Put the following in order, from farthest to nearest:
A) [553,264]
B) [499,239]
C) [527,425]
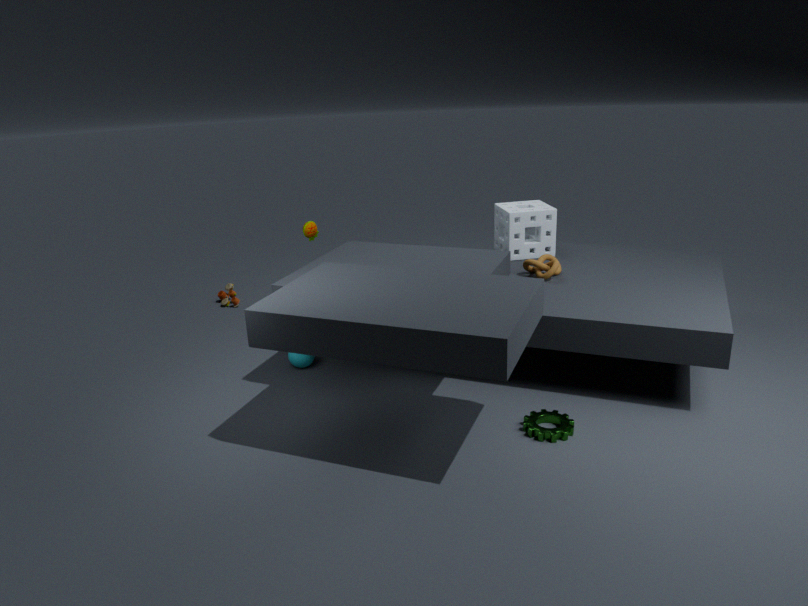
1. [499,239]
2. [553,264]
3. [527,425]
